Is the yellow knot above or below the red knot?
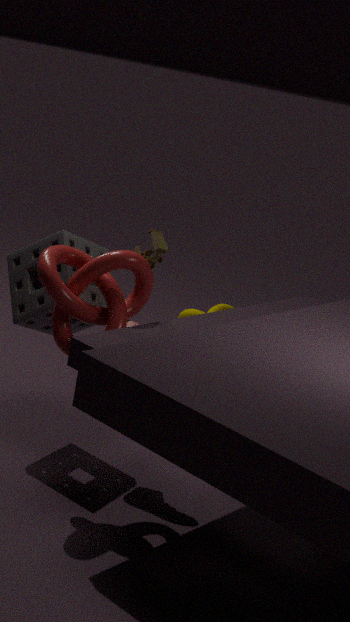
below
